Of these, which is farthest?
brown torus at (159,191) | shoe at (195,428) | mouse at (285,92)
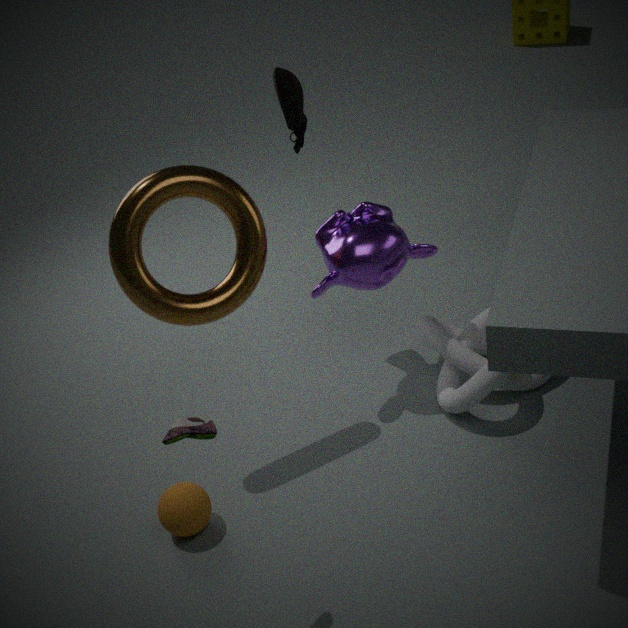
mouse at (285,92)
